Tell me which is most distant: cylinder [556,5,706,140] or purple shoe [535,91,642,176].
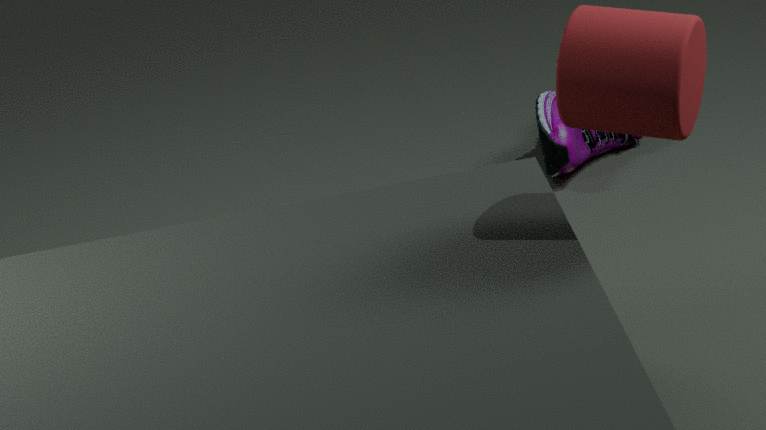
purple shoe [535,91,642,176]
